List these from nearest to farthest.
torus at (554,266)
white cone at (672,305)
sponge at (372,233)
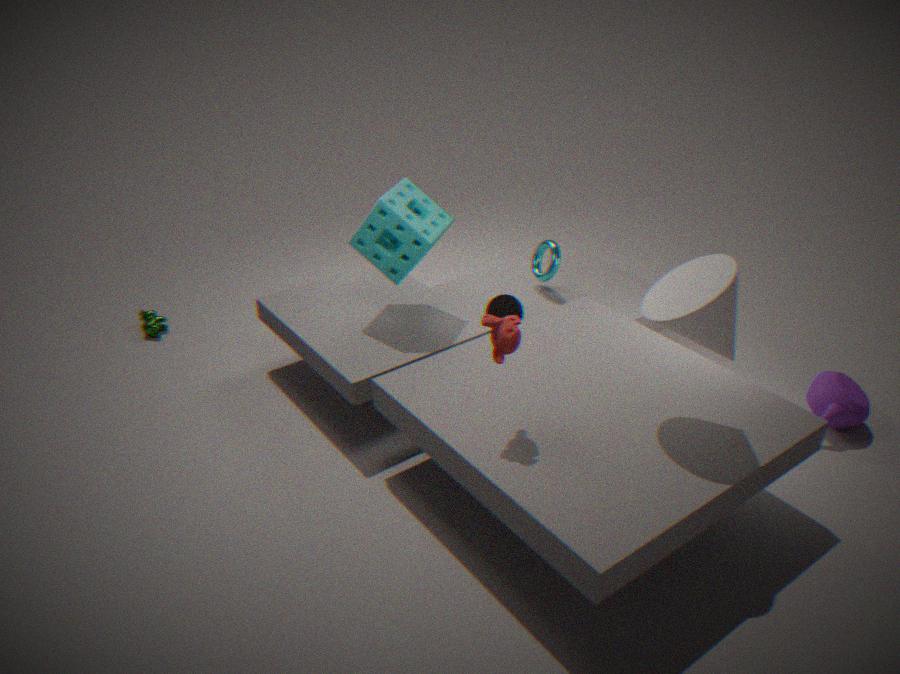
white cone at (672,305), sponge at (372,233), torus at (554,266)
